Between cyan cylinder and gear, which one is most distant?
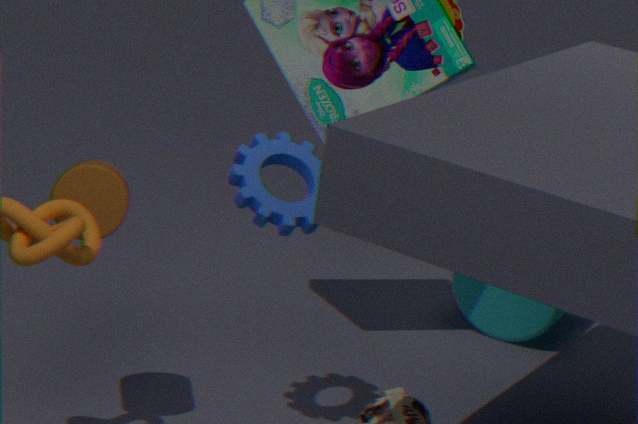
cyan cylinder
